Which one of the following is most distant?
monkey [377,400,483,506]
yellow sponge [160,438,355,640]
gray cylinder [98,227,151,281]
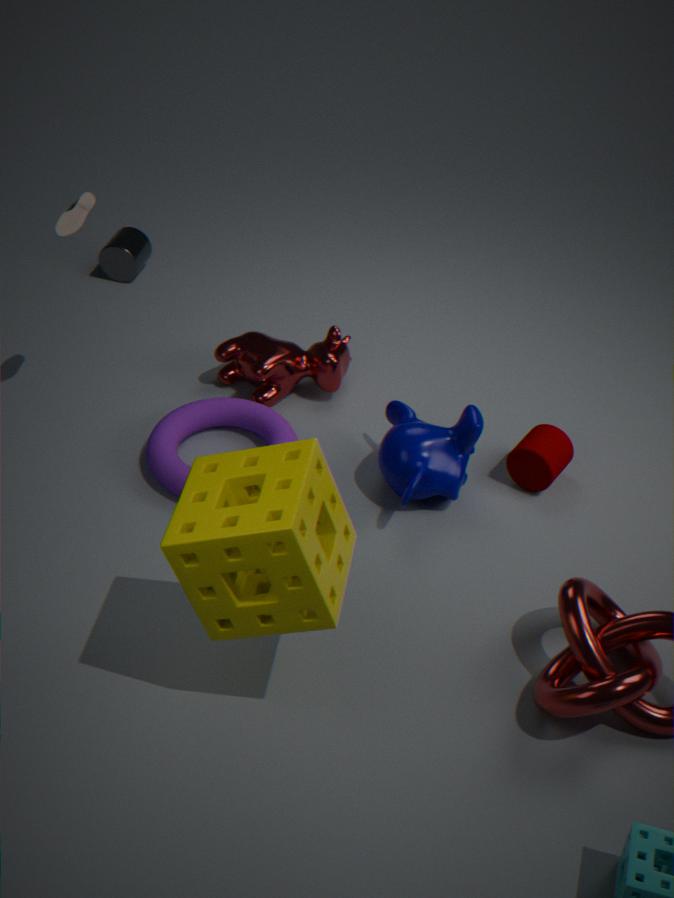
gray cylinder [98,227,151,281]
